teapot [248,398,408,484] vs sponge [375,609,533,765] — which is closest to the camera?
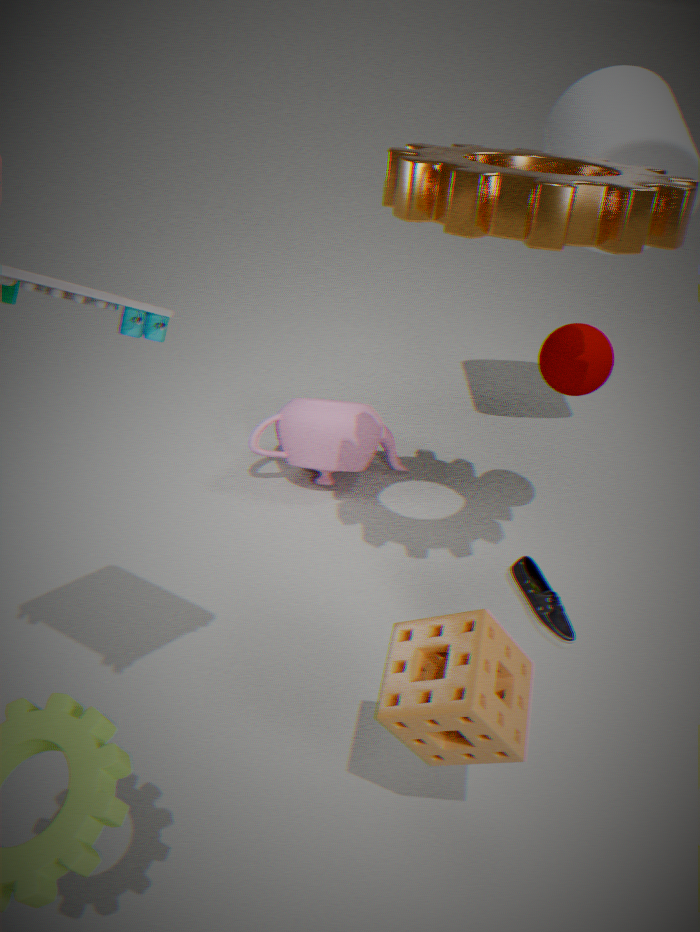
sponge [375,609,533,765]
